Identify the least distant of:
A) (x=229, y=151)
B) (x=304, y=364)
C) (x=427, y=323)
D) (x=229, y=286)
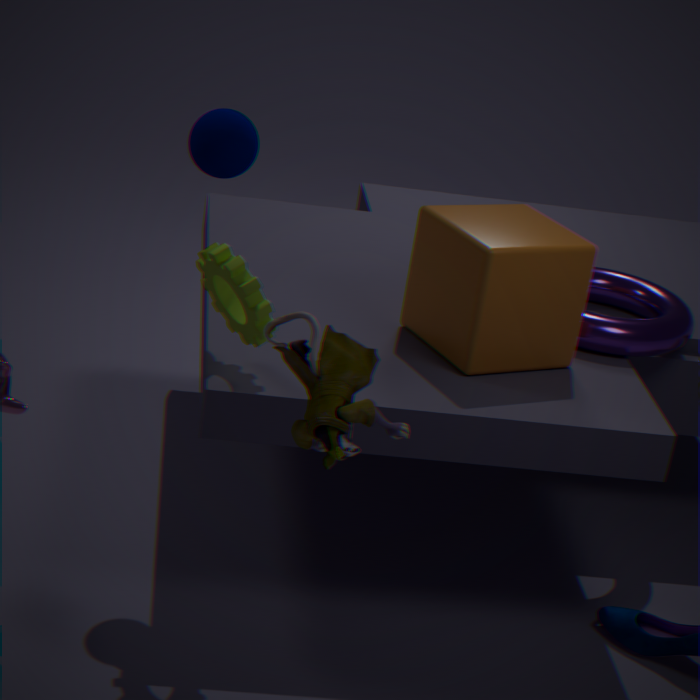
(x=304, y=364)
